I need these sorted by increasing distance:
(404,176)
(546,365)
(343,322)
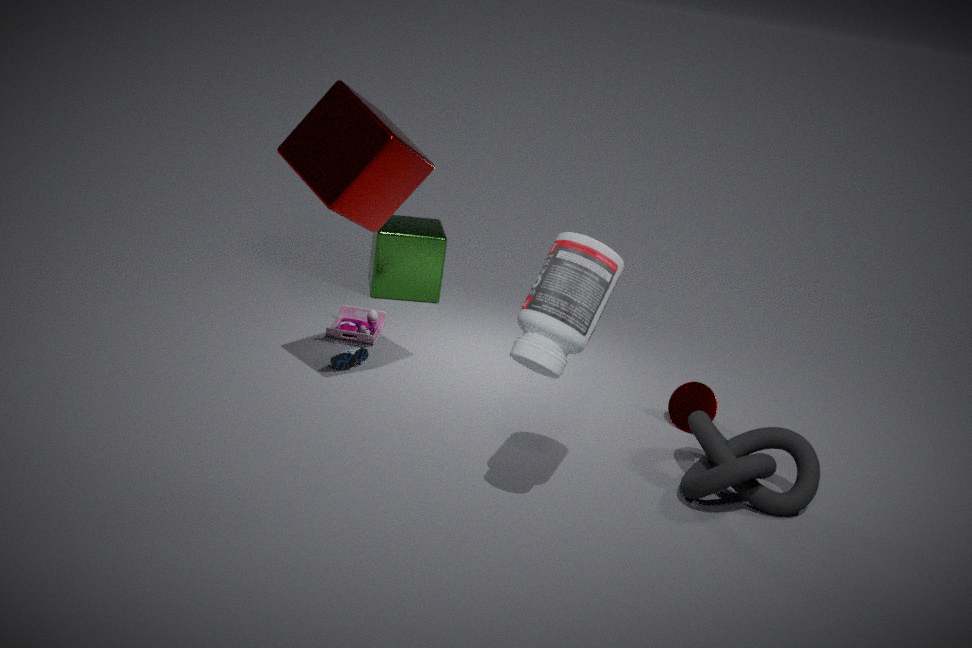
(546,365) < (404,176) < (343,322)
